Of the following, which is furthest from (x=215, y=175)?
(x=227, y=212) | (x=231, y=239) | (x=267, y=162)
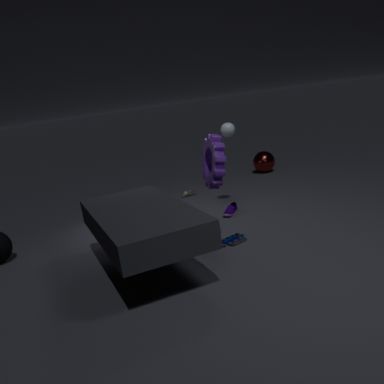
(x=267, y=162)
